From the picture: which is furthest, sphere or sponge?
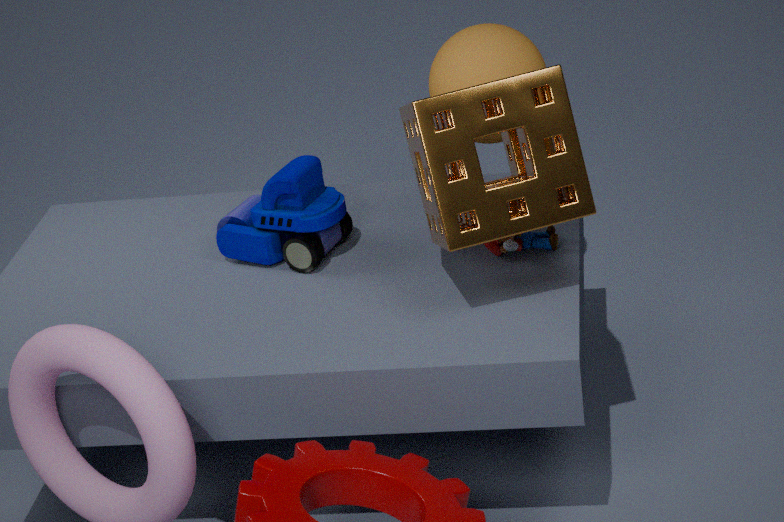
sphere
